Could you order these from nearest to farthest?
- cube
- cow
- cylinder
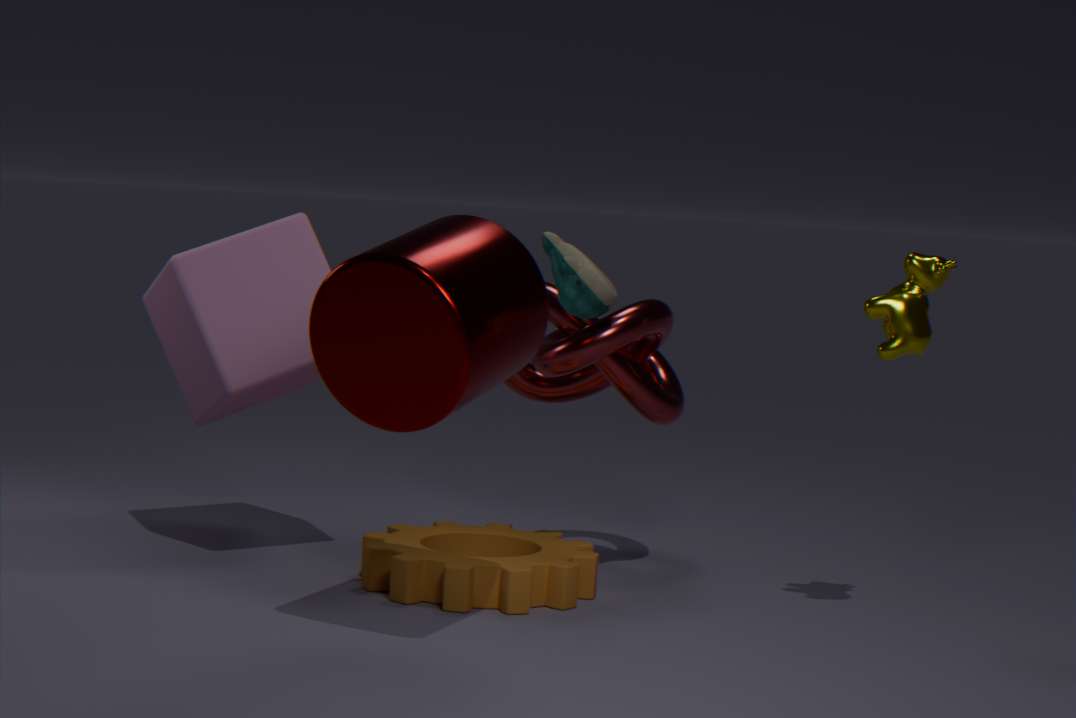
cylinder, cow, cube
